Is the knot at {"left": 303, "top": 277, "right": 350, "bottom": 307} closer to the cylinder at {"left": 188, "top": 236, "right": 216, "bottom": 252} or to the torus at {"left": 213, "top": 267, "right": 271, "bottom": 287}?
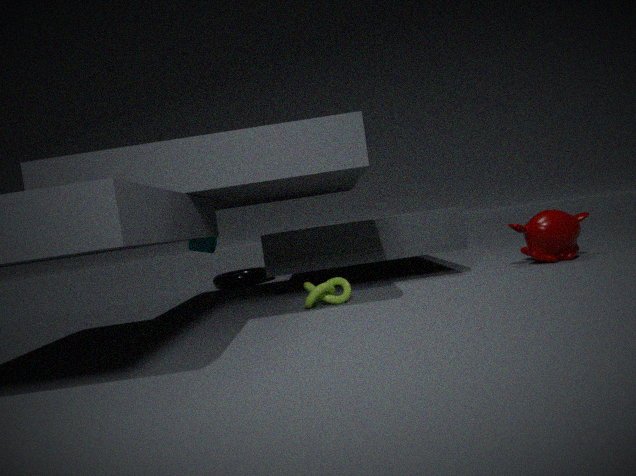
the cylinder at {"left": 188, "top": 236, "right": 216, "bottom": 252}
